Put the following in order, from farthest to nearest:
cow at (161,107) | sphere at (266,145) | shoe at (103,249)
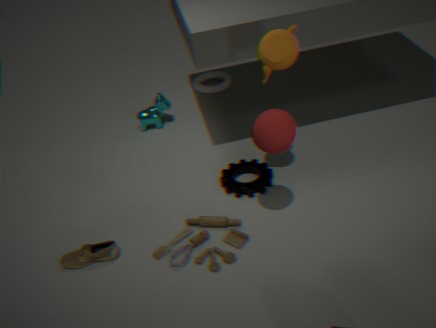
cow at (161,107)
shoe at (103,249)
sphere at (266,145)
